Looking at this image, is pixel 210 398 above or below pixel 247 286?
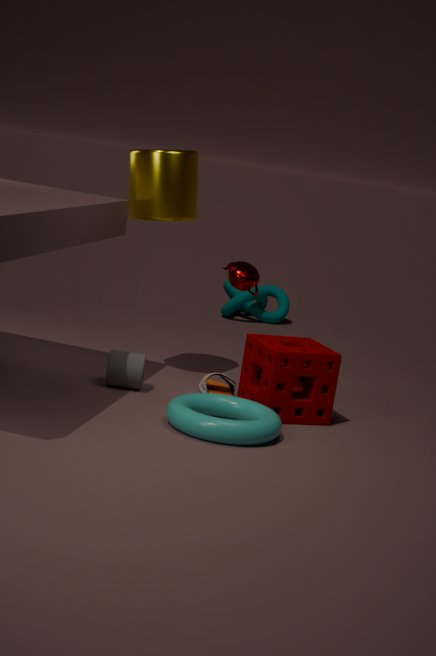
below
